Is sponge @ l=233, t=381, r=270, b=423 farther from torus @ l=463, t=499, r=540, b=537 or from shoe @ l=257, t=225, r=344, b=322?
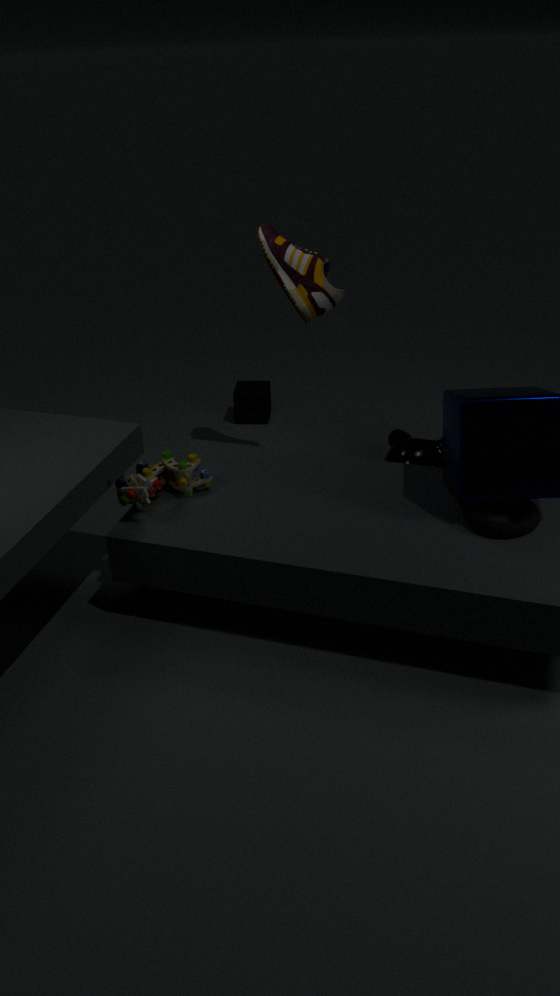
torus @ l=463, t=499, r=540, b=537
